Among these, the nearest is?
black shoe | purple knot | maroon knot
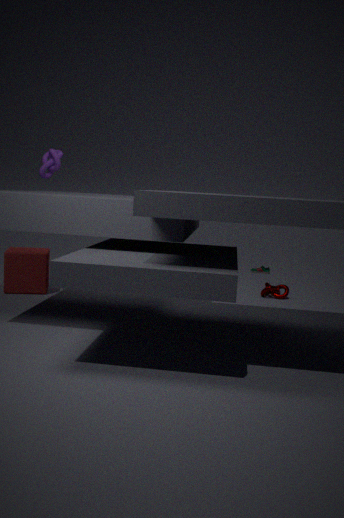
purple knot
